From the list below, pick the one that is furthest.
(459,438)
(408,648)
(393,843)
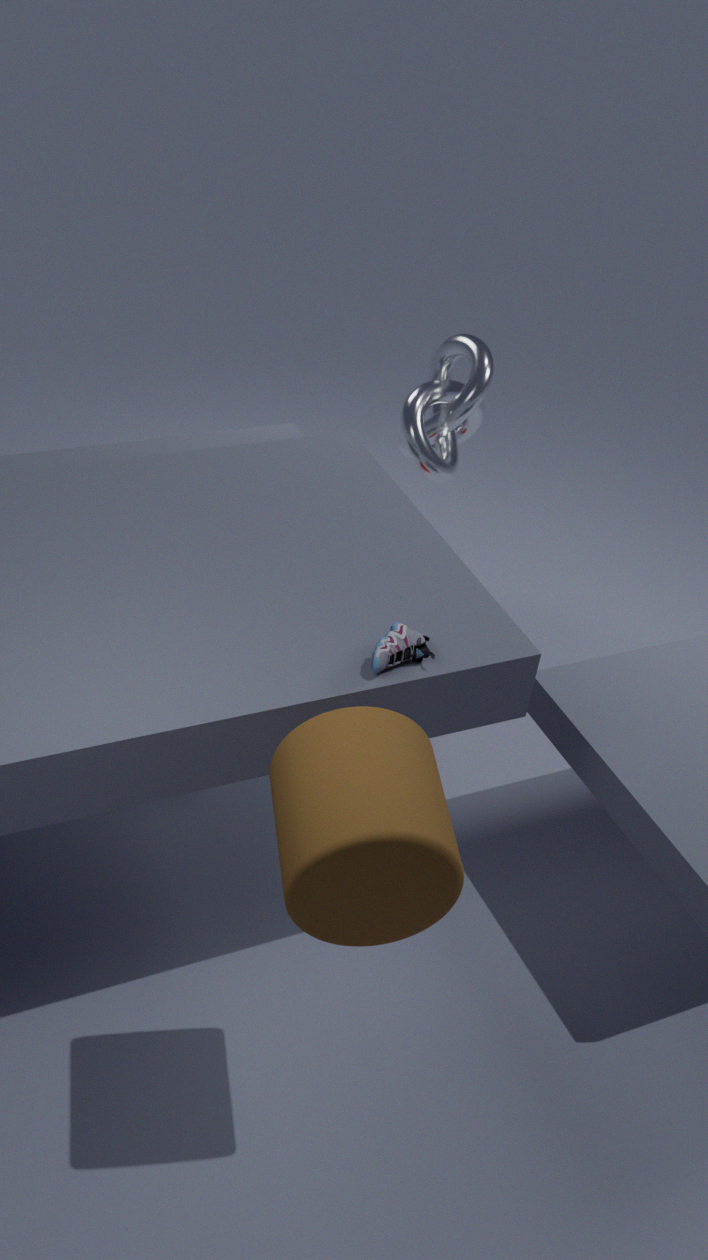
(459,438)
